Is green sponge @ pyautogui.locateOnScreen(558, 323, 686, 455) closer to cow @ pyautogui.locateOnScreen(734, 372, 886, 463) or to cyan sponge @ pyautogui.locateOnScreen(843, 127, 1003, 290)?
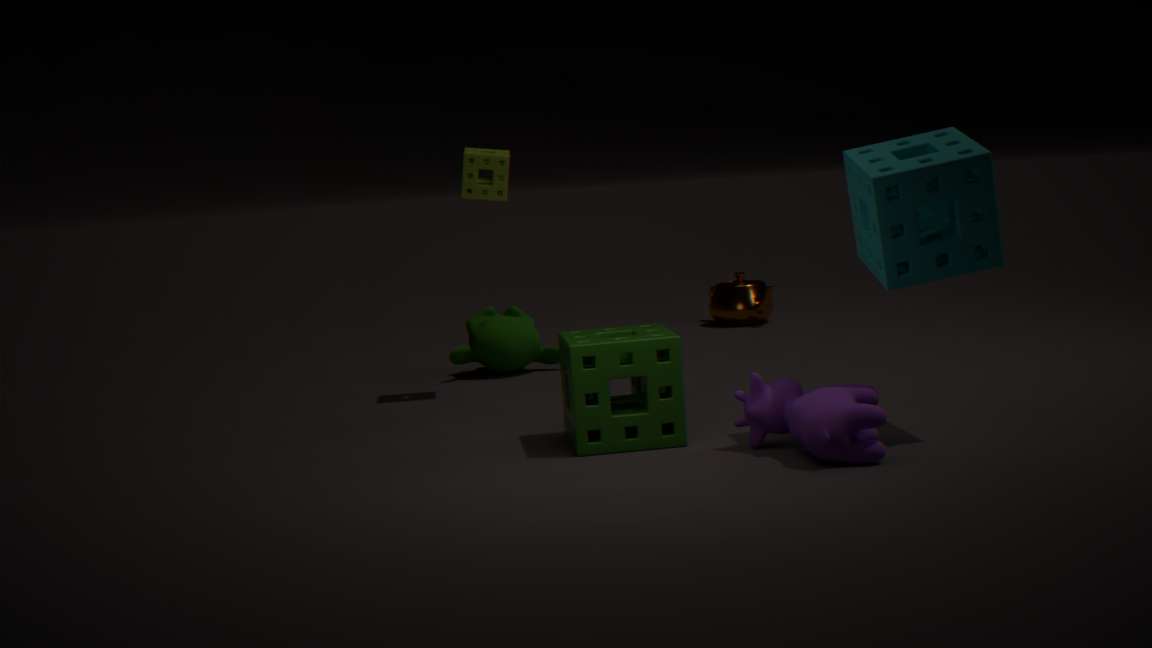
cow @ pyautogui.locateOnScreen(734, 372, 886, 463)
